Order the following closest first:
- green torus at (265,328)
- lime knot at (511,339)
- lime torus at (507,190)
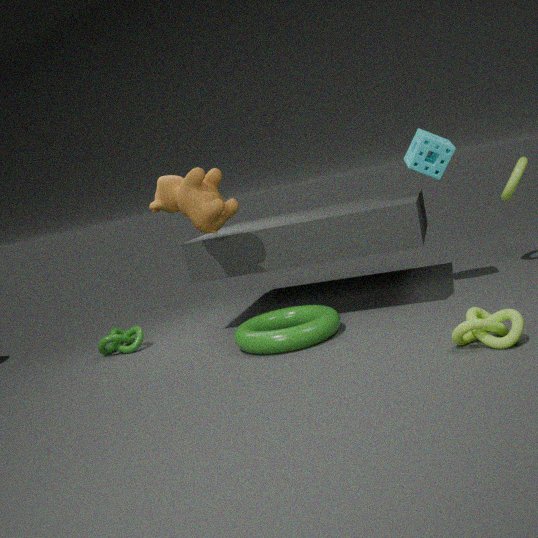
lime knot at (511,339), green torus at (265,328), lime torus at (507,190)
